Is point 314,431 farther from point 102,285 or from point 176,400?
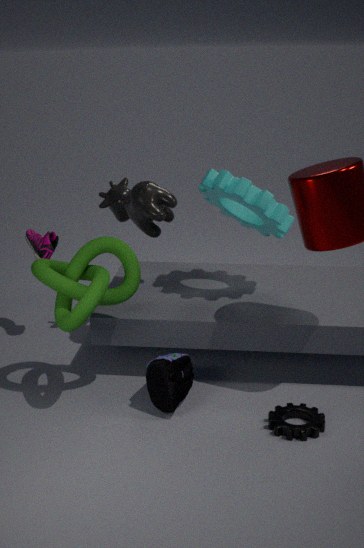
point 102,285
